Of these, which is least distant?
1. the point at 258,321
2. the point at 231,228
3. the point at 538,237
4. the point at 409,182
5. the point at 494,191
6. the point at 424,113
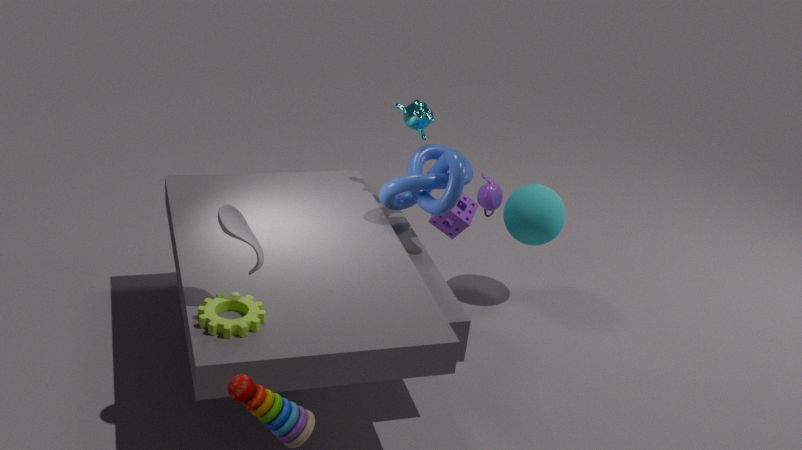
the point at 258,321
